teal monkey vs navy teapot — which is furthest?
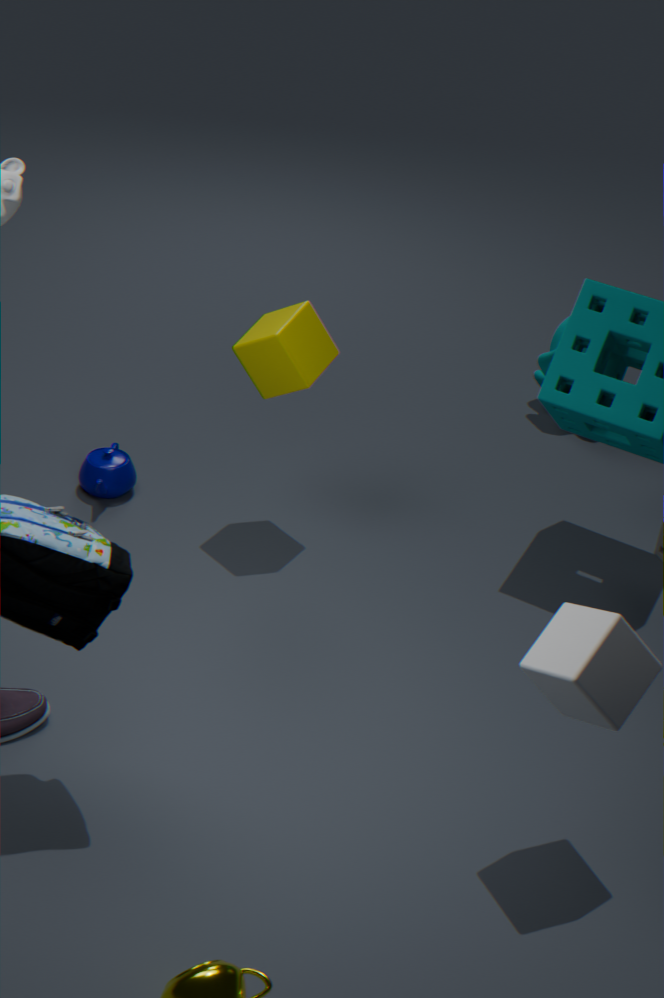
teal monkey
